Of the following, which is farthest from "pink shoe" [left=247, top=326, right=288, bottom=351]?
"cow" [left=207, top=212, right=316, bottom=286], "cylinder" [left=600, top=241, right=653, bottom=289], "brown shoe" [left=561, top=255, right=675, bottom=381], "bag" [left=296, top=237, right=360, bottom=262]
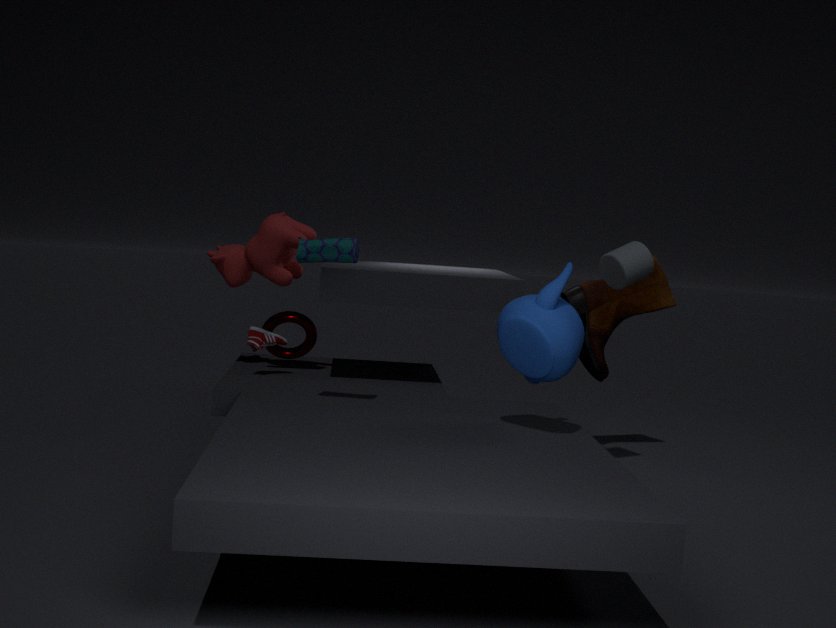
"cylinder" [left=600, top=241, right=653, bottom=289]
